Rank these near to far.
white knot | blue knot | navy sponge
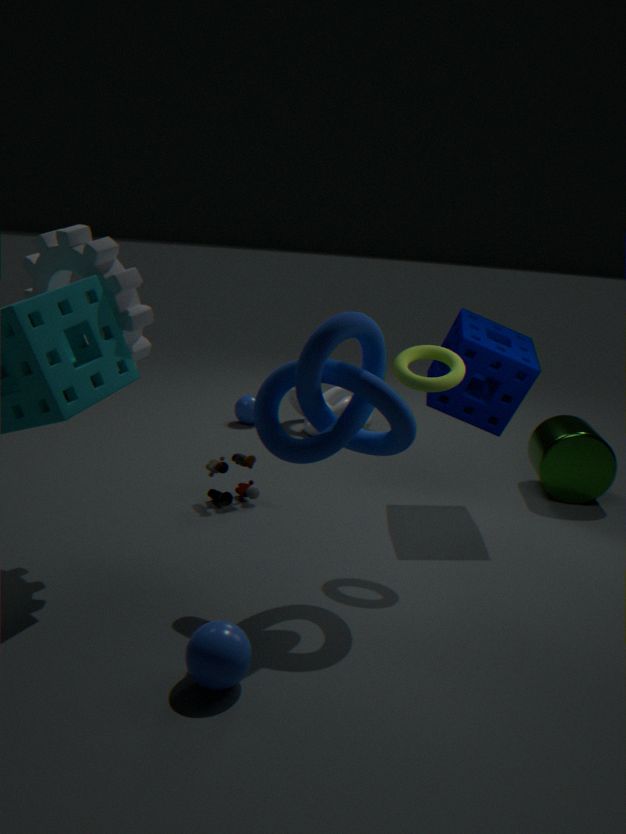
blue knot < navy sponge < white knot
